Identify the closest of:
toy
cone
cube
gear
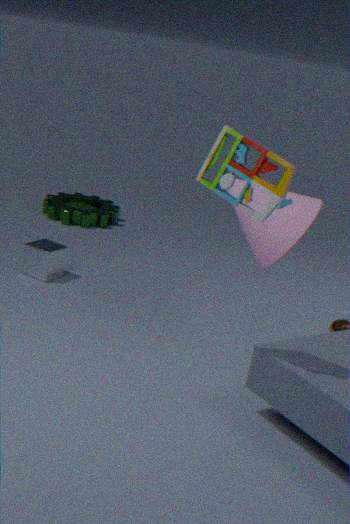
toy
